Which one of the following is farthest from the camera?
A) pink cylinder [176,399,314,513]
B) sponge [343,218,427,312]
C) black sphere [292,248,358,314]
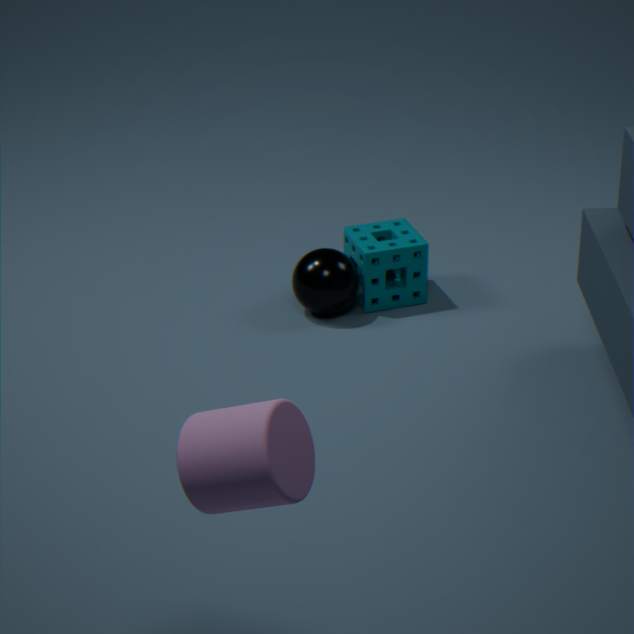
sponge [343,218,427,312]
